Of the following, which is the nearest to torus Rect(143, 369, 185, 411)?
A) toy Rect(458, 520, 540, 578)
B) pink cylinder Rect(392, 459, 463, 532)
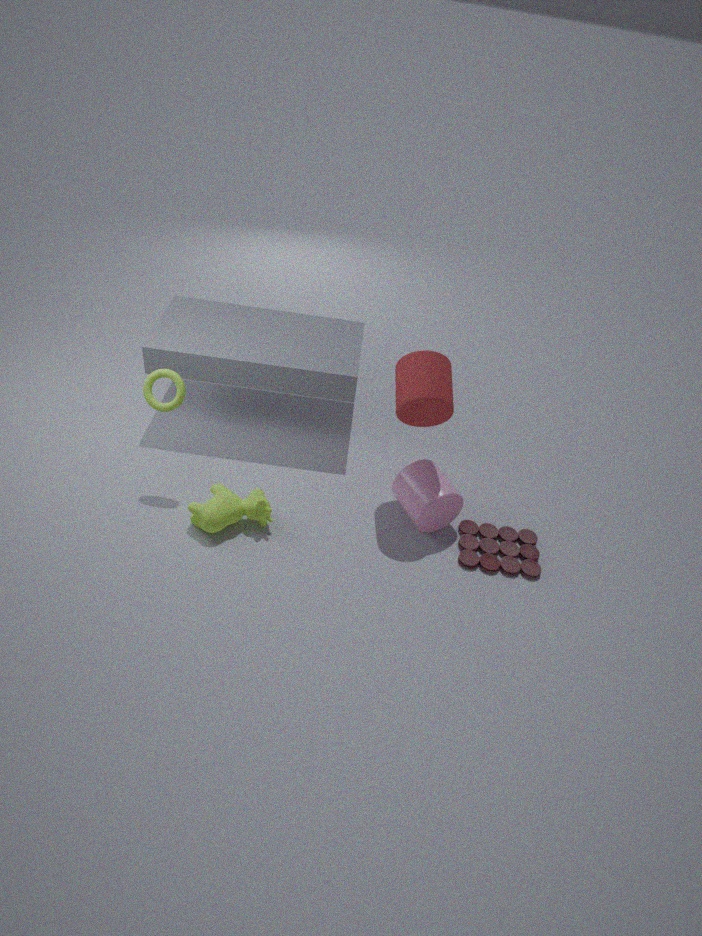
pink cylinder Rect(392, 459, 463, 532)
